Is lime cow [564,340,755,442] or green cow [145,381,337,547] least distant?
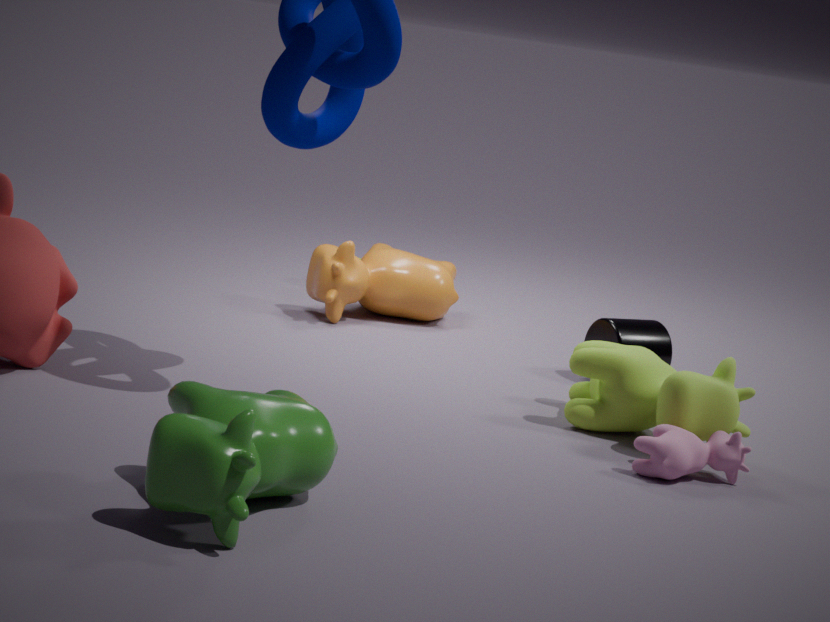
green cow [145,381,337,547]
